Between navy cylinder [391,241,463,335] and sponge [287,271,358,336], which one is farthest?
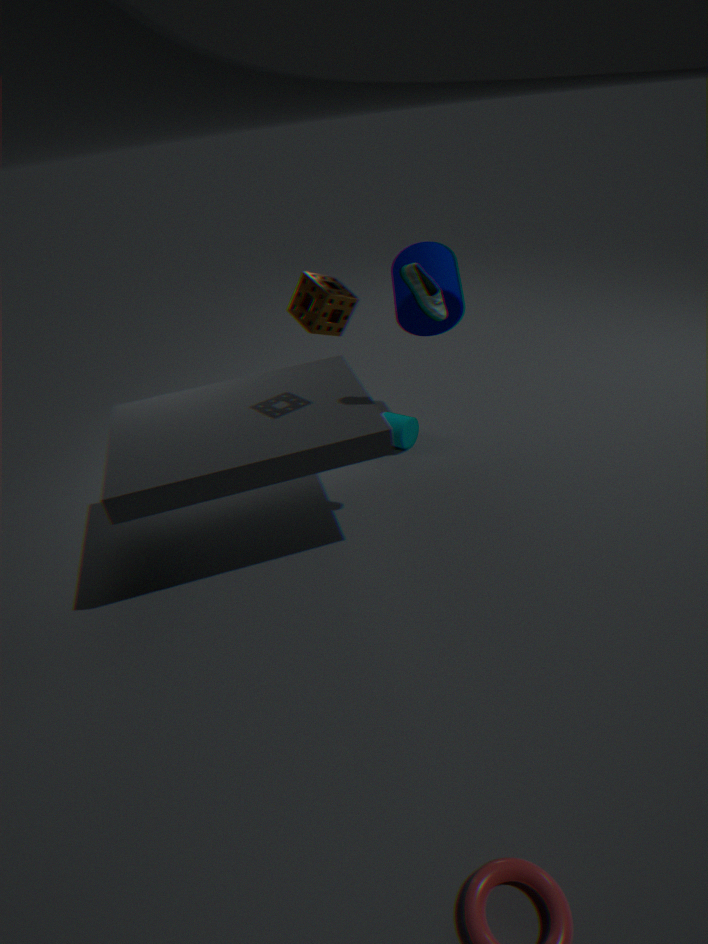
navy cylinder [391,241,463,335]
